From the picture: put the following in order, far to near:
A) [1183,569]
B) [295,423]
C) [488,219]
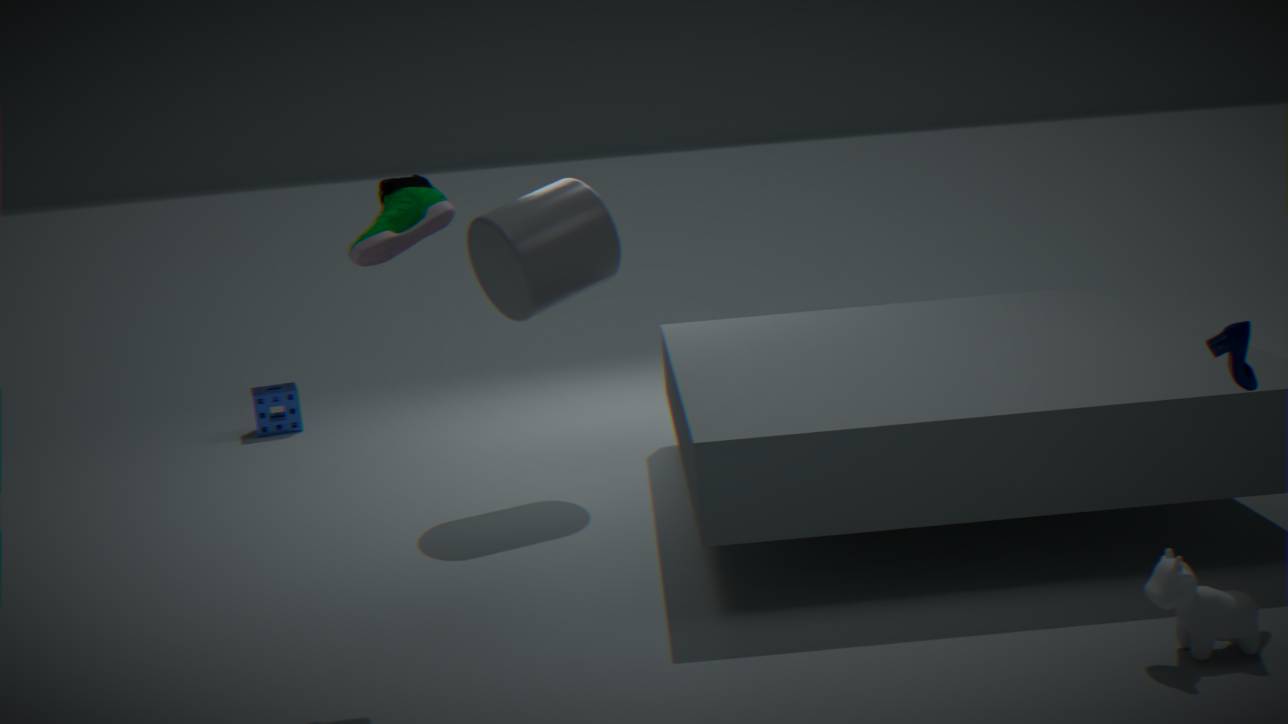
[295,423]
[488,219]
[1183,569]
